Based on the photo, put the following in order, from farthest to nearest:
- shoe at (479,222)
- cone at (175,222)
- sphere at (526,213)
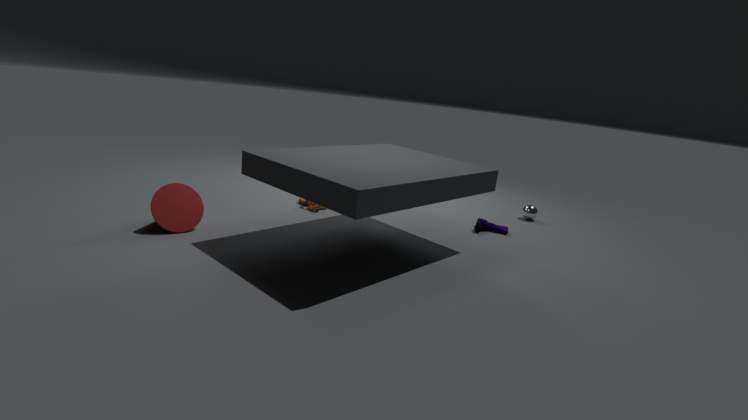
sphere at (526,213) < shoe at (479,222) < cone at (175,222)
